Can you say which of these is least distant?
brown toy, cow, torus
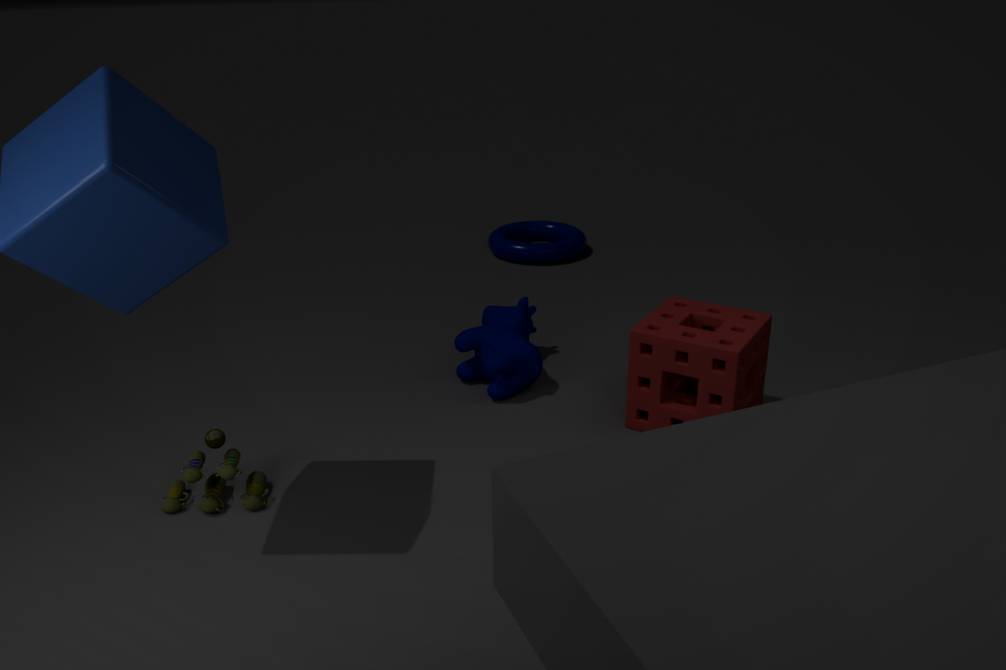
brown toy
